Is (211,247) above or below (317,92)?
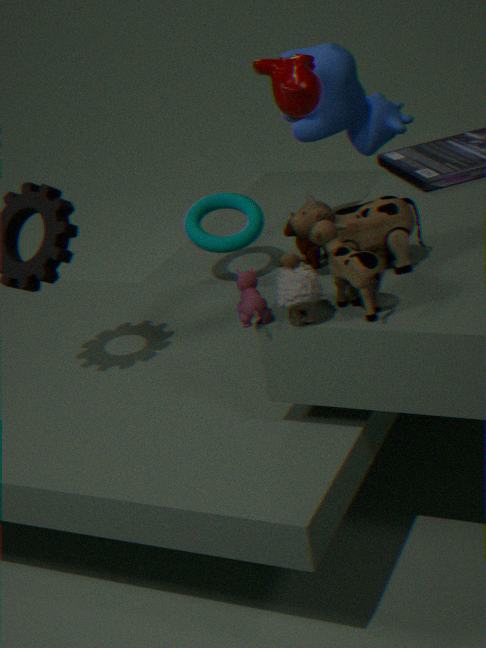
below
